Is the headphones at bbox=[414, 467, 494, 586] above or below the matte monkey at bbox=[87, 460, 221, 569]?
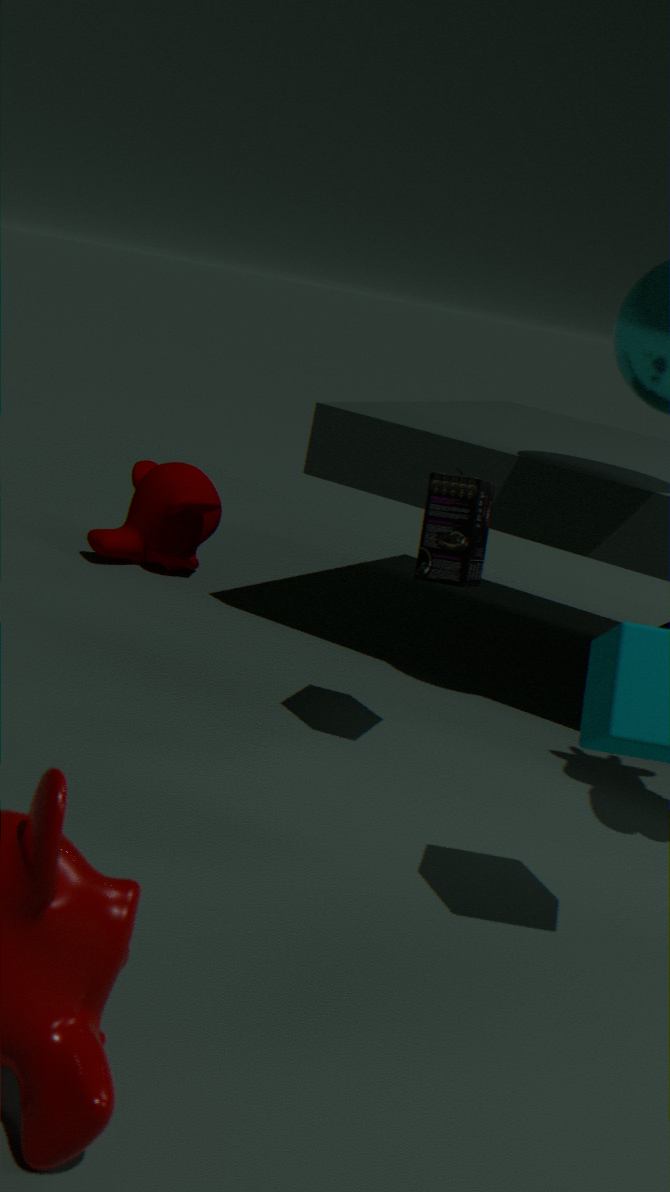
above
